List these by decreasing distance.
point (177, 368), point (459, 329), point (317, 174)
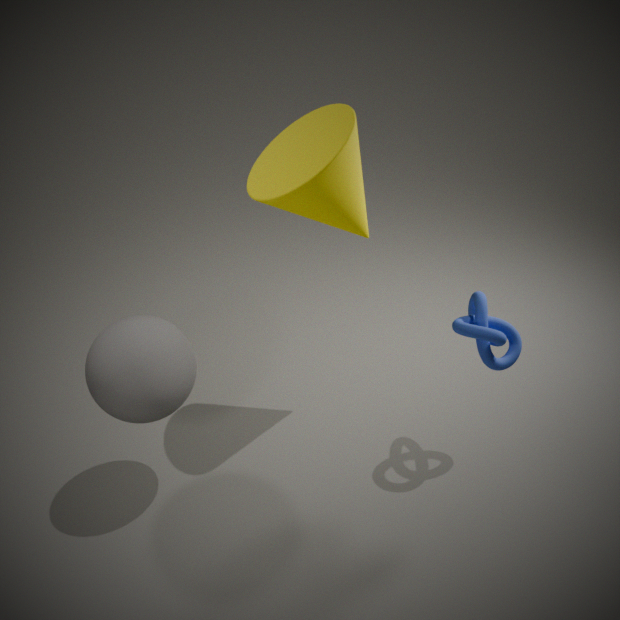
point (177, 368)
point (459, 329)
point (317, 174)
